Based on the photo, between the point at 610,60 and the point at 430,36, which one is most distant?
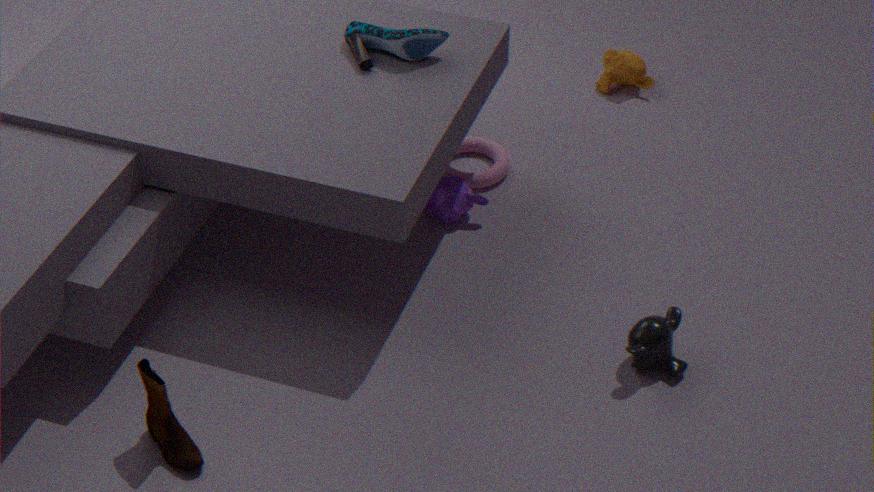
the point at 610,60
